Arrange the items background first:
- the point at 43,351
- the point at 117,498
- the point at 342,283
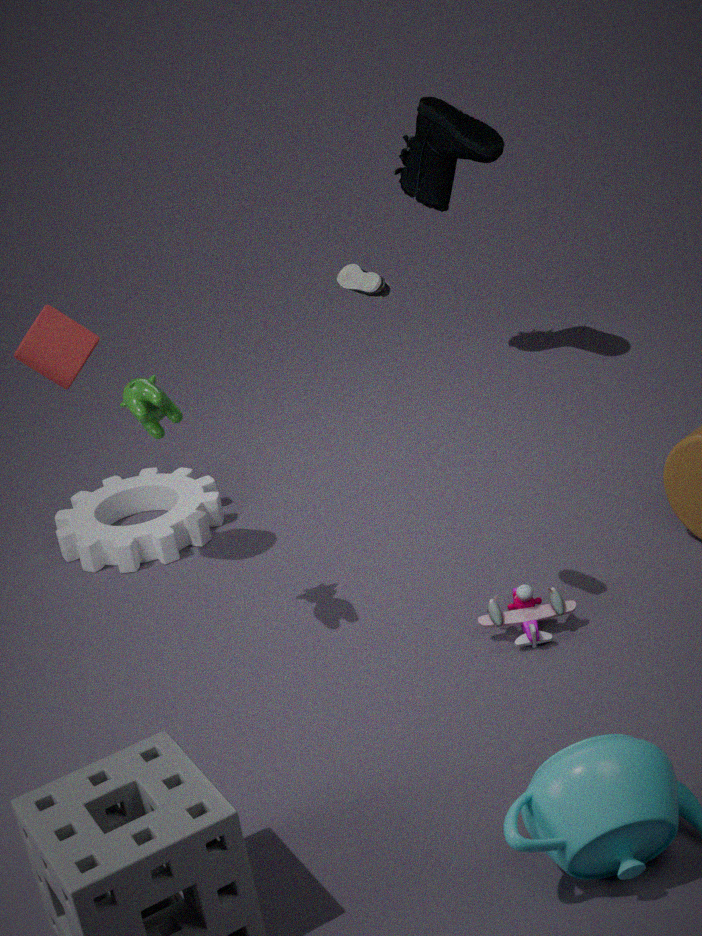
the point at 117,498 → the point at 43,351 → the point at 342,283
